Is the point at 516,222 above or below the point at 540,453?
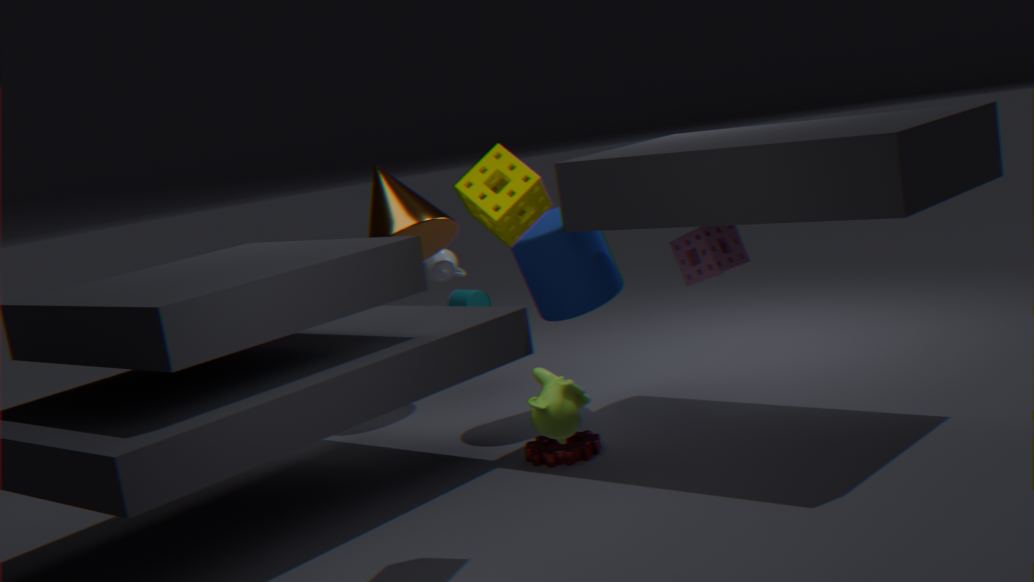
above
